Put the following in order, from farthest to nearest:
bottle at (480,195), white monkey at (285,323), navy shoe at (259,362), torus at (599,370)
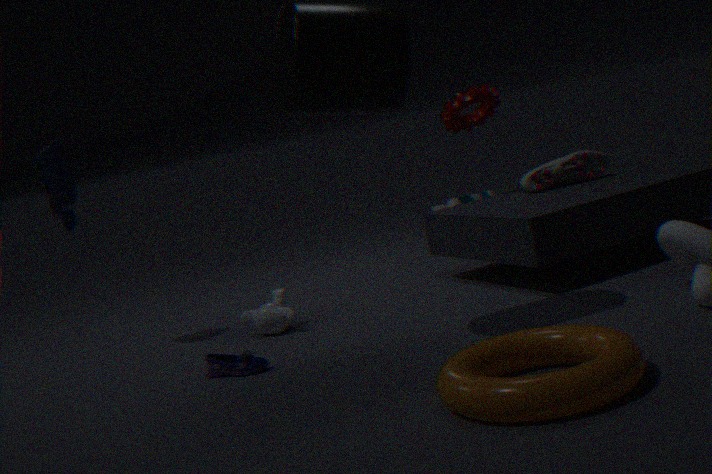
bottle at (480,195)
white monkey at (285,323)
navy shoe at (259,362)
torus at (599,370)
